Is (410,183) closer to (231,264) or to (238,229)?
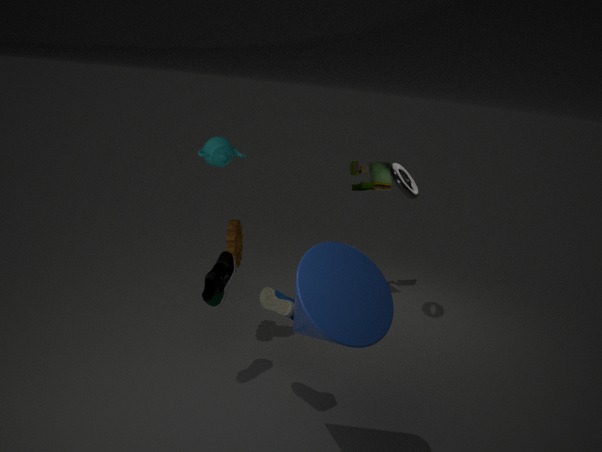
(238,229)
